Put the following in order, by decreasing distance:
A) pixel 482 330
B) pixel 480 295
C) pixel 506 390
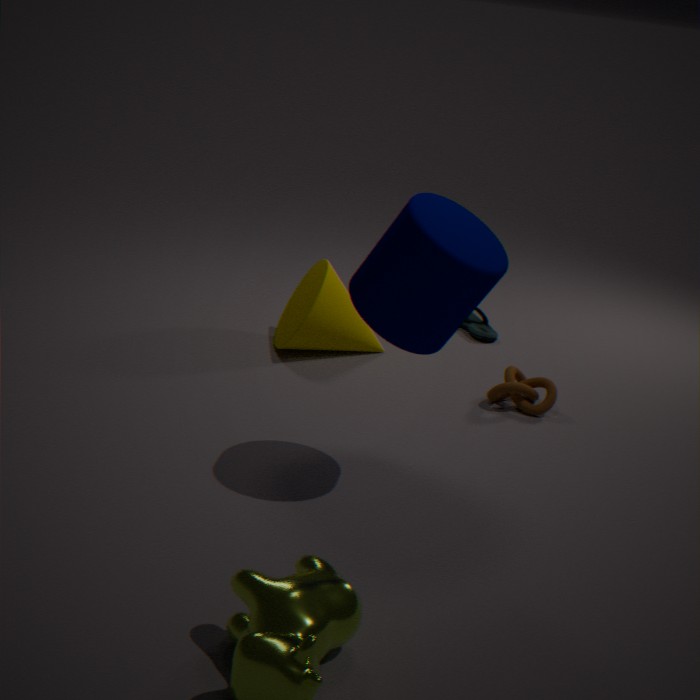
1. A. pixel 482 330
2. C. pixel 506 390
3. B. pixel 480 295
